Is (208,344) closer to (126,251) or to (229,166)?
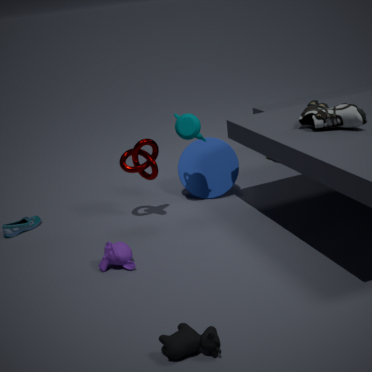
(126,251)
